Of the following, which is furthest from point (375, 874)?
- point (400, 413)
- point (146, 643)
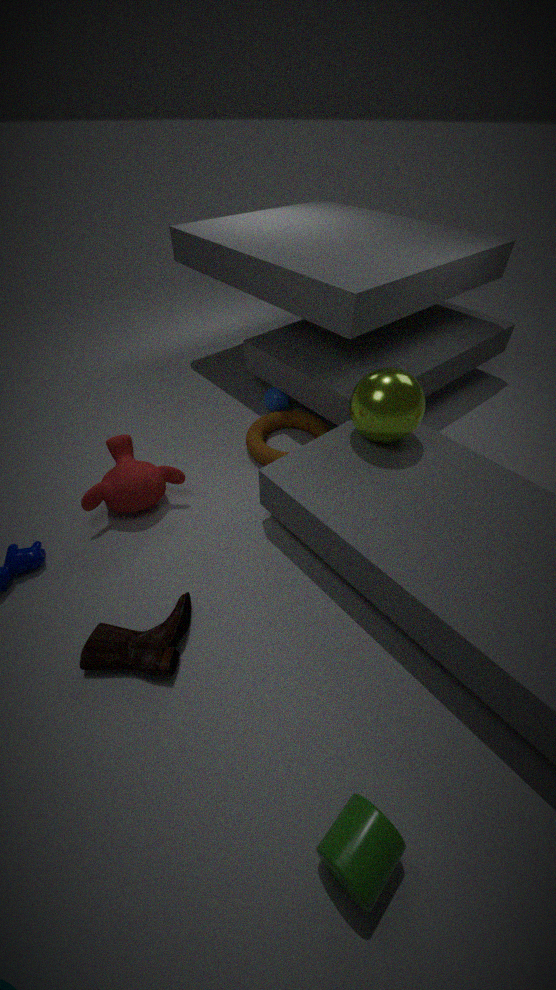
point (400, 413)
